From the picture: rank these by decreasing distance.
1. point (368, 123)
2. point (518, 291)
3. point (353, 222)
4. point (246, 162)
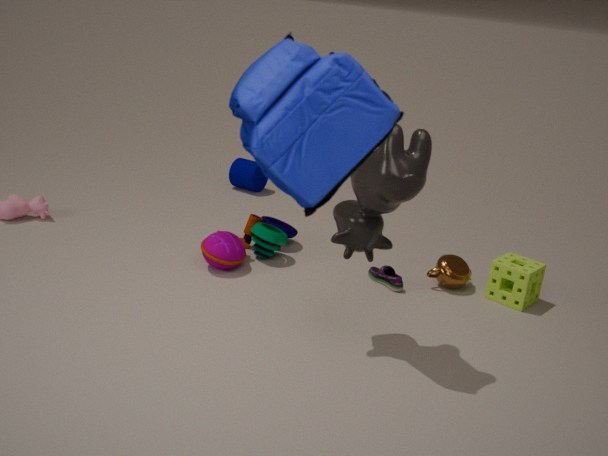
point (246, 162) < point (518, 291) < point (353, 222) < point (368, 123)
